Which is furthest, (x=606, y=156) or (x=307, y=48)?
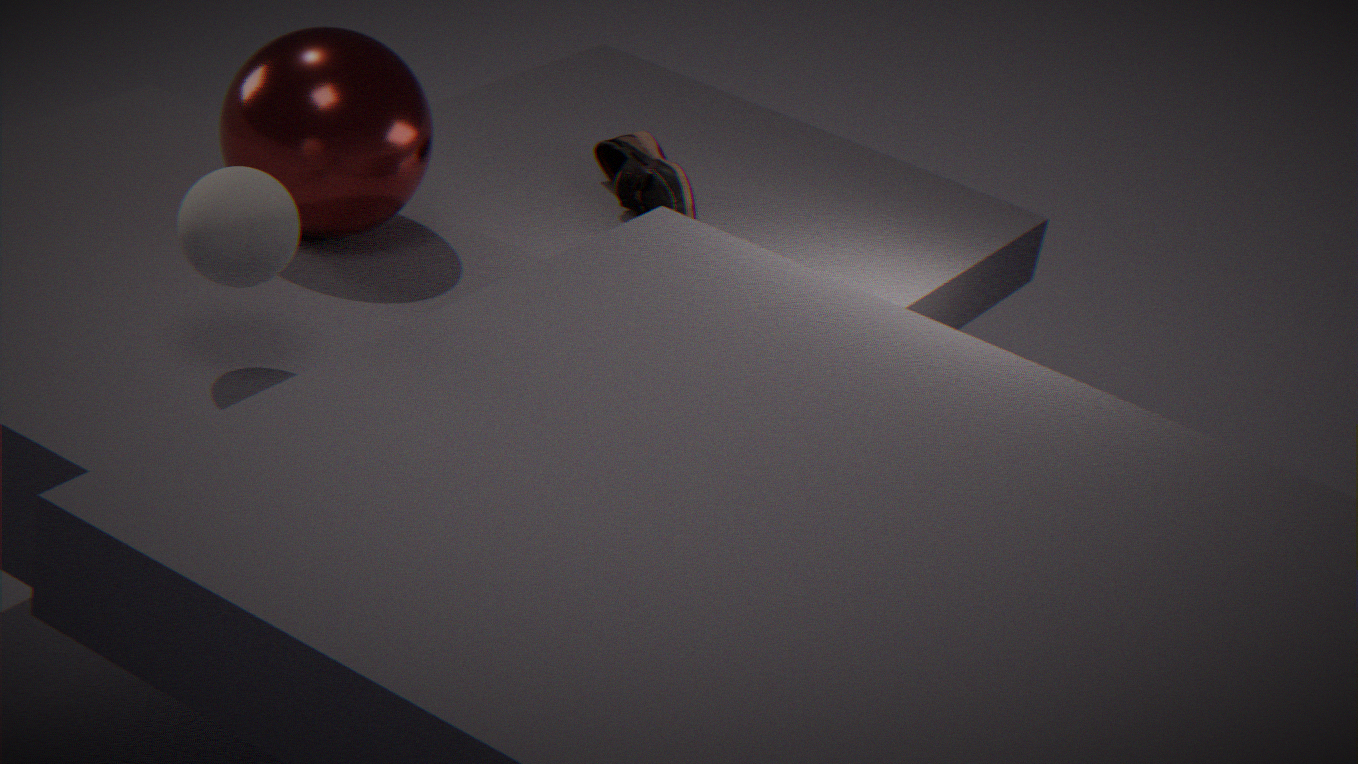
(x=606, y=156)
